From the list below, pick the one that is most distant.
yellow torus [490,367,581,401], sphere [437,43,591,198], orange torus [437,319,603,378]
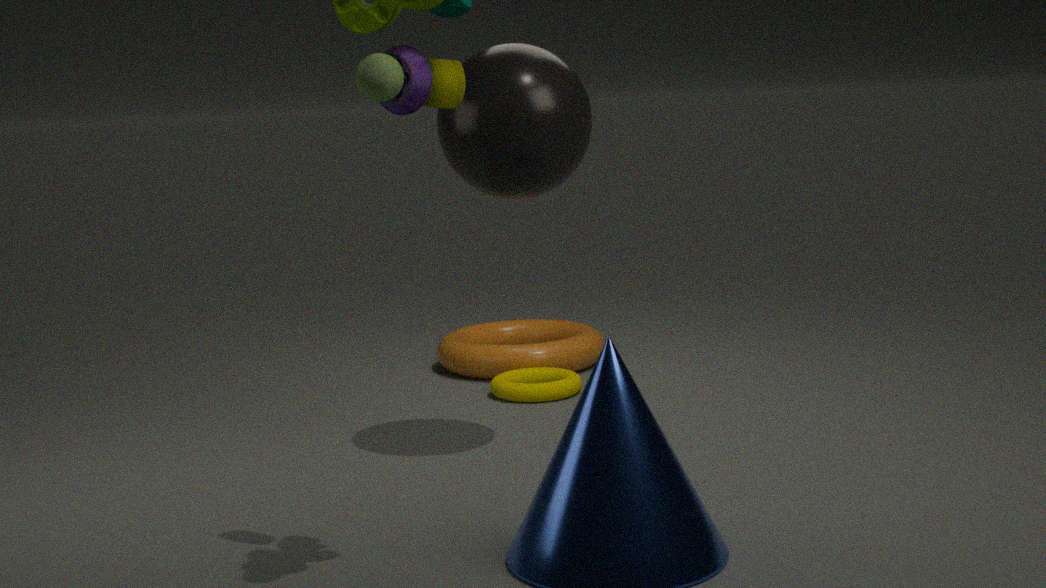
orange torus [437,319,603,378]
